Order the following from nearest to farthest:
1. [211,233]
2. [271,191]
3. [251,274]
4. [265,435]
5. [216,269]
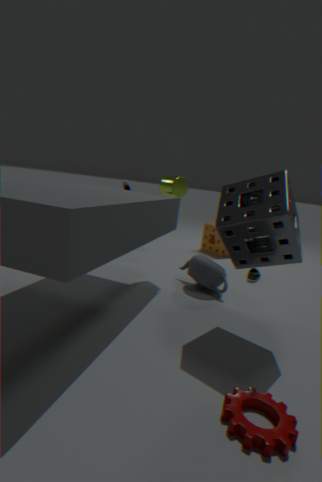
[265,435] < [271,191] < [216,269] < [251,274] < [211,233]
